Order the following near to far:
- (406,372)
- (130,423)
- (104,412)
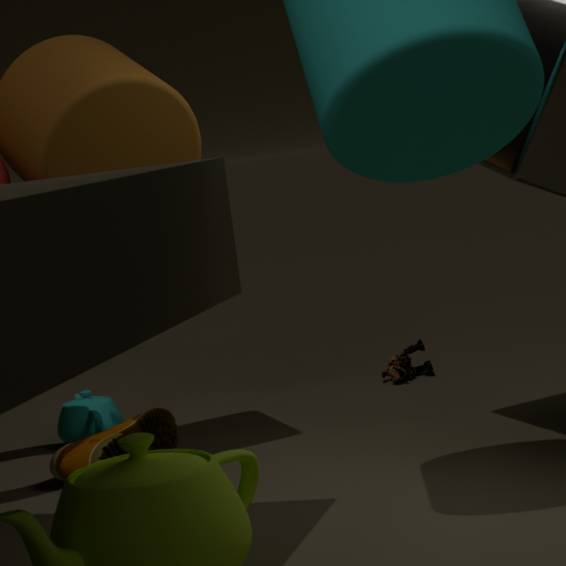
(130,423)
(104,412)
(406,372)
